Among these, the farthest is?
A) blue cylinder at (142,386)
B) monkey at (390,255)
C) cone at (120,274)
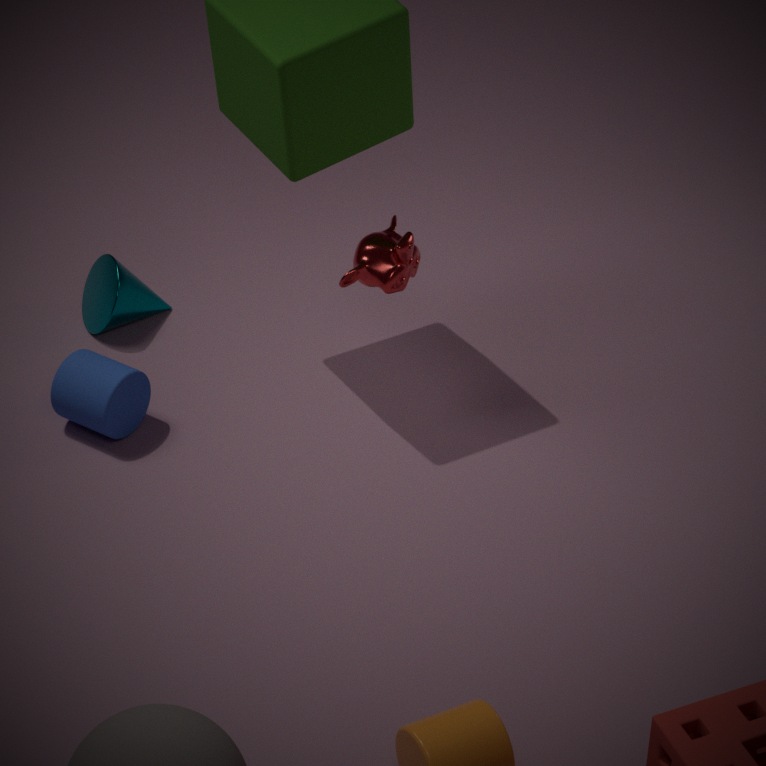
cone at (120,274)
